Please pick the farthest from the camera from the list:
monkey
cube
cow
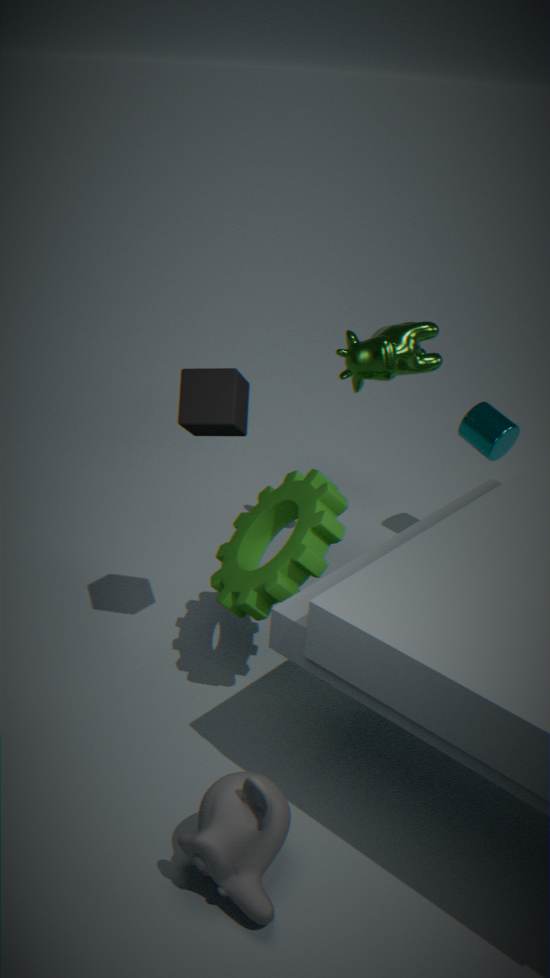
cow
